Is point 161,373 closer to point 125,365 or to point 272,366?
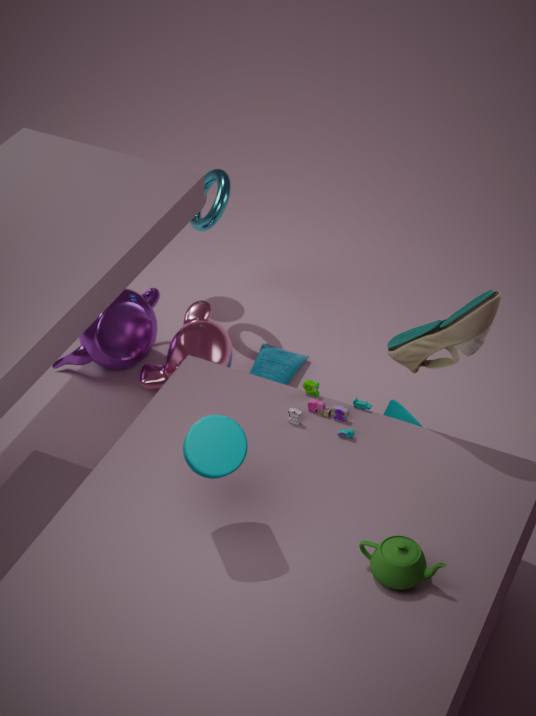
point 272,366
